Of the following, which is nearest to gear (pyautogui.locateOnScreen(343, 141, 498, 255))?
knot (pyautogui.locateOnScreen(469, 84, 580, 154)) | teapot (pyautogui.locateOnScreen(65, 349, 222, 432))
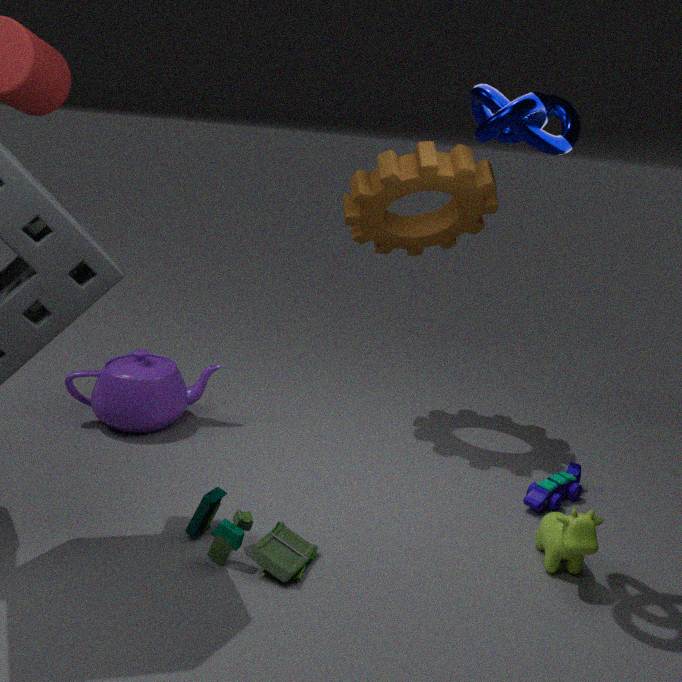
knot (pyautogui.locateOnScreen(469, 84, 580, 154))
